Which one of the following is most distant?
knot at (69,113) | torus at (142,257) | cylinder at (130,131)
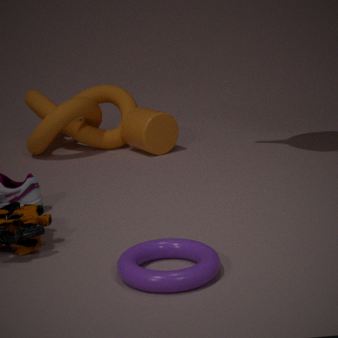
cylinder at (130,131)
